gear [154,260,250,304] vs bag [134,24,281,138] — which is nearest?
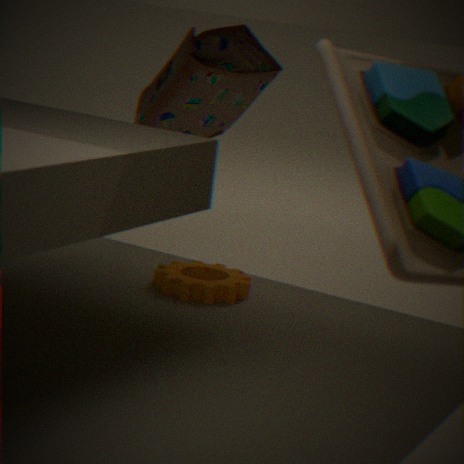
bag [134,24,281,138]
